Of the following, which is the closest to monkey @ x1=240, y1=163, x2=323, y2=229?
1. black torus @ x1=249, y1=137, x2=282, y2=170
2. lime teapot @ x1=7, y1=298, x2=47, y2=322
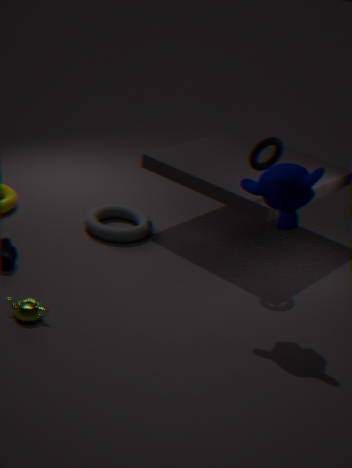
black torus @ x1=249, y1=137, x2=282, y2=170
